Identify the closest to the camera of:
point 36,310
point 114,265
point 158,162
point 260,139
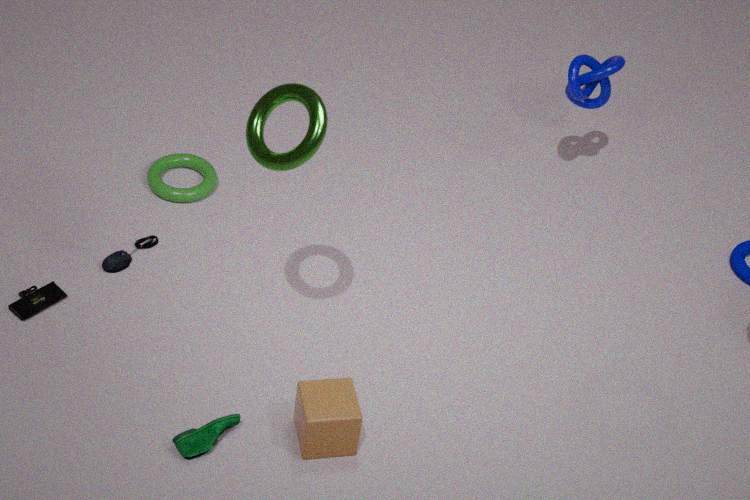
point 260,139
